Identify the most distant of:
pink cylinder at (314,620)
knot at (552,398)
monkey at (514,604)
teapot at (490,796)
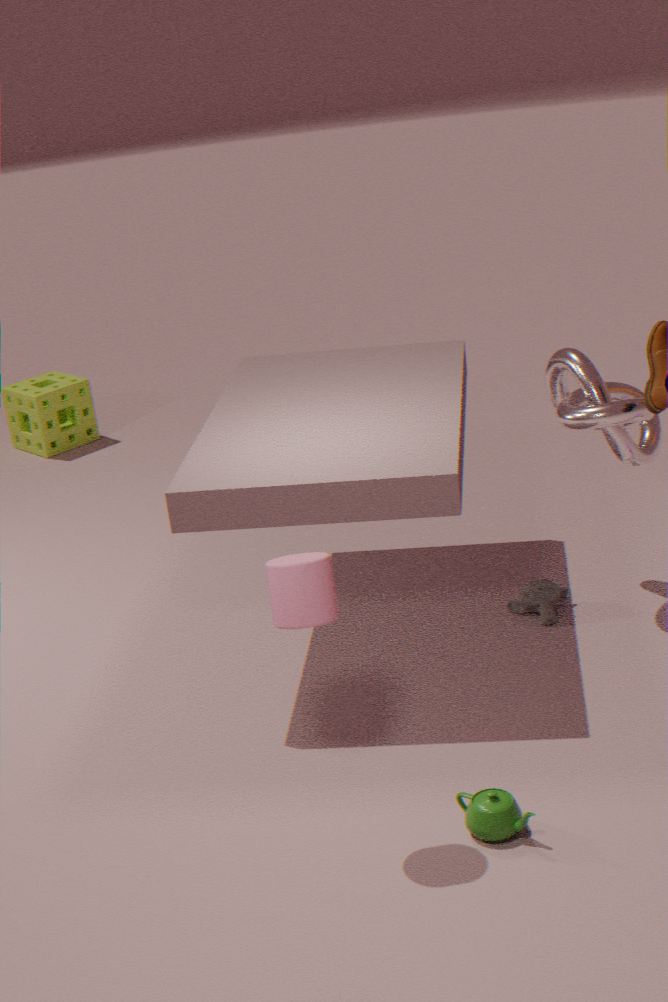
monkey at (514,604)
